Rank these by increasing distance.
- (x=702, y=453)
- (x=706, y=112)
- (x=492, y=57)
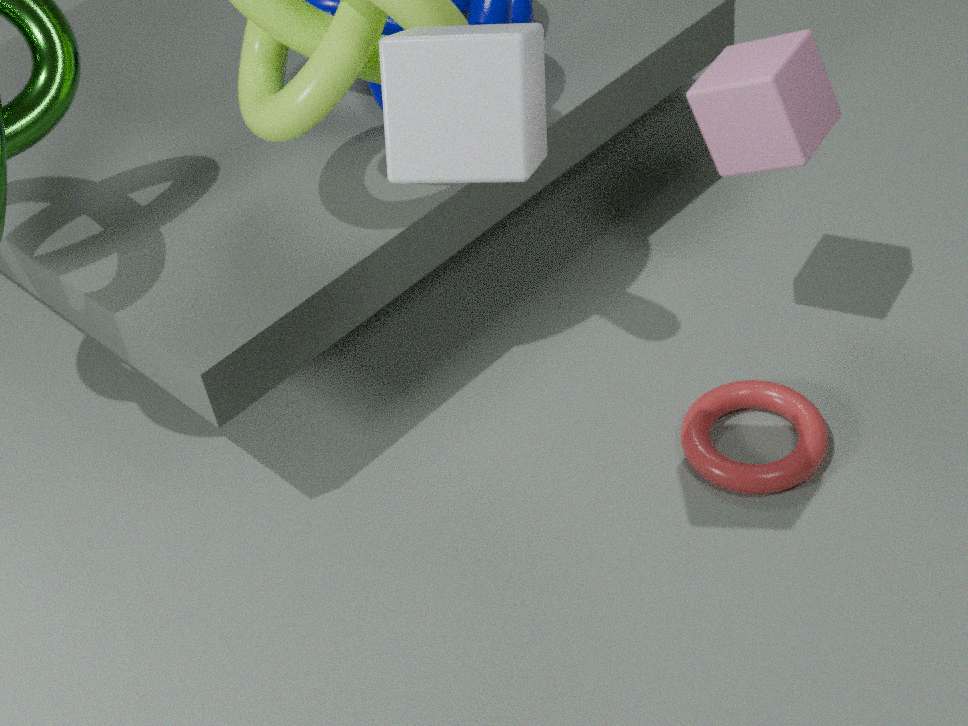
(x=492, y=57) → (x=706, y=112) → (x=702, y=453)
